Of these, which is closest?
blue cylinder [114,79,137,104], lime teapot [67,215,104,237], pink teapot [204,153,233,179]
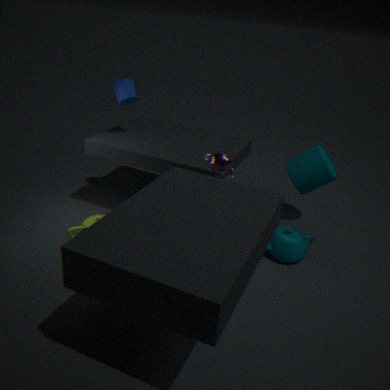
pink teapot [204,153,233,179]
